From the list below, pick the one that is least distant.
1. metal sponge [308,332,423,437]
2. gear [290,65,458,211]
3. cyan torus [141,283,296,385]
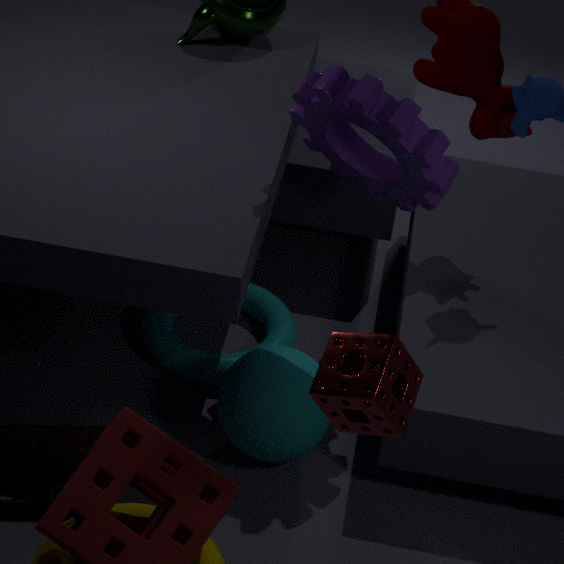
metal sponge [308,332,423,437]
